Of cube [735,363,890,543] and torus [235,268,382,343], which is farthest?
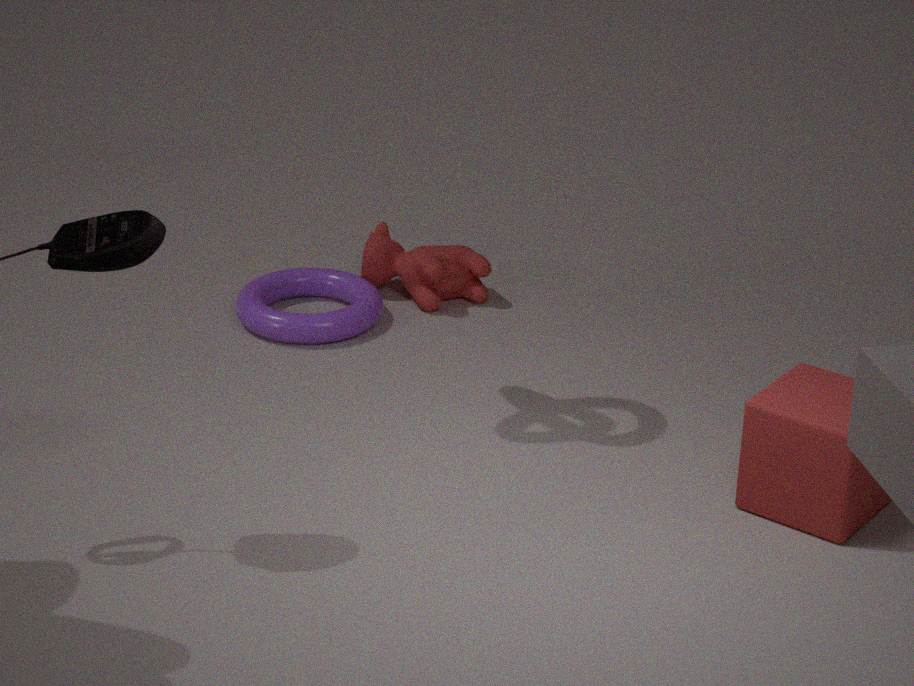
torus [235,268,382,343]
